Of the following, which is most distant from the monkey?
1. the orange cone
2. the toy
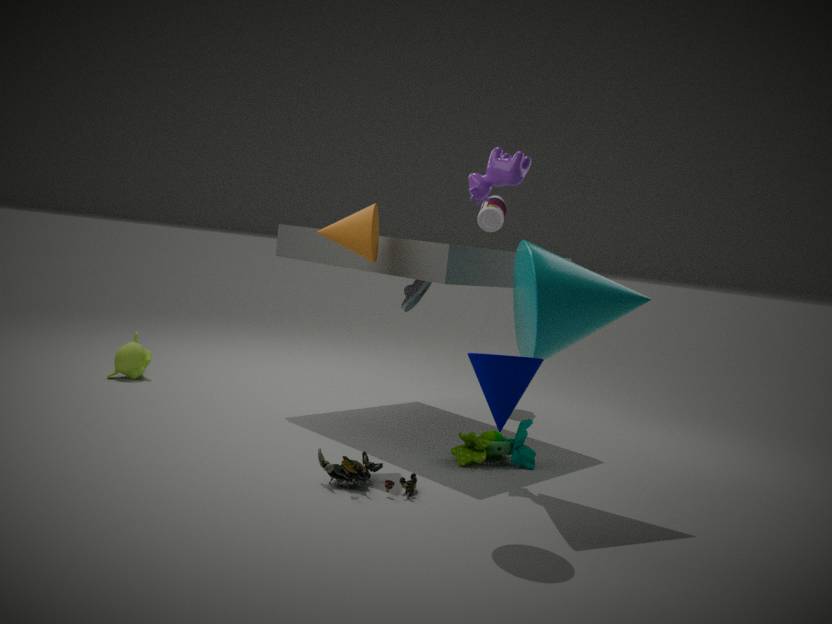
the toy
